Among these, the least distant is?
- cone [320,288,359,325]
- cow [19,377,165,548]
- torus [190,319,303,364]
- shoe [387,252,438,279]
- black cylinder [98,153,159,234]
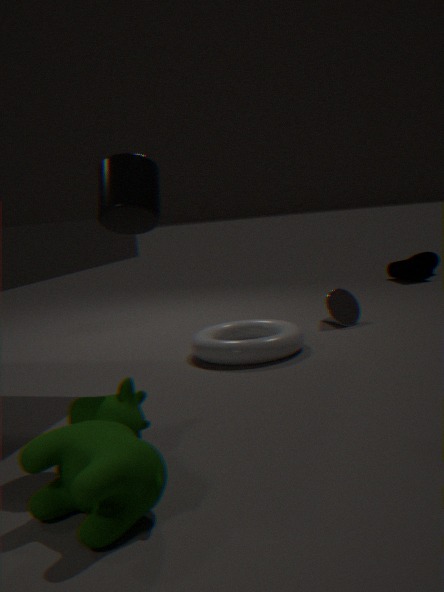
cow [19,377,165,548]
